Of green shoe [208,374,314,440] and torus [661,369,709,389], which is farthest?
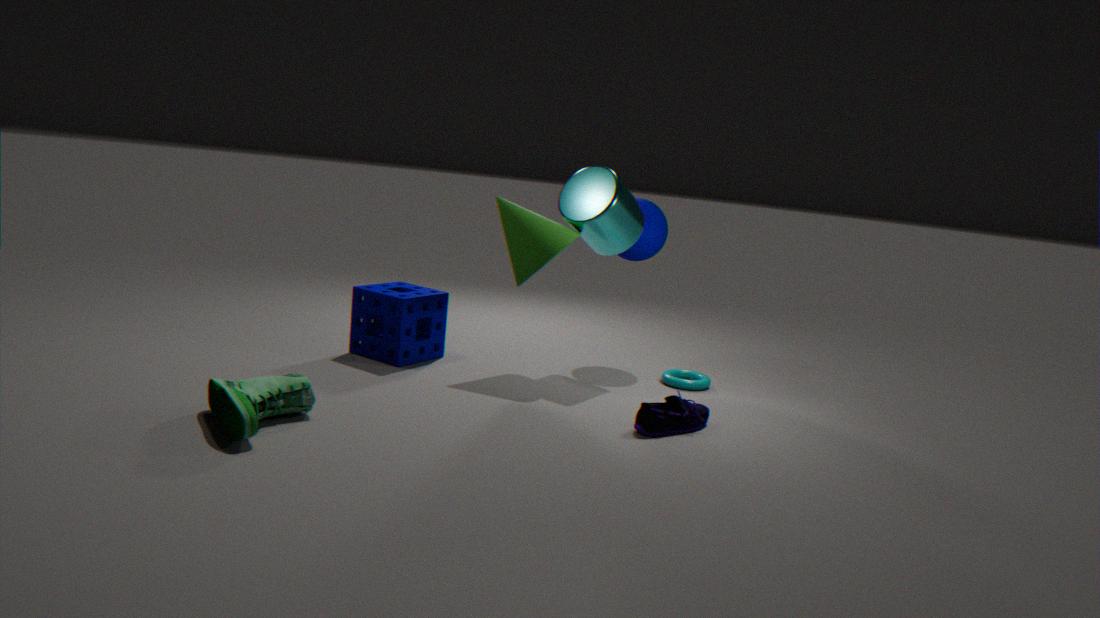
torus [661,369,709,389]
